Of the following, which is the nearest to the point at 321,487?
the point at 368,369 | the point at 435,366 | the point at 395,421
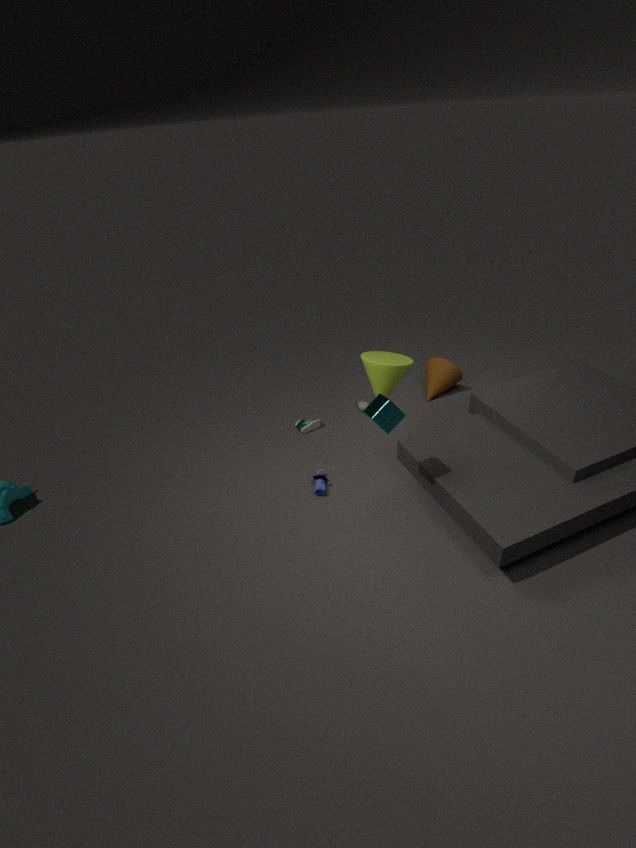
the point at 368,369
